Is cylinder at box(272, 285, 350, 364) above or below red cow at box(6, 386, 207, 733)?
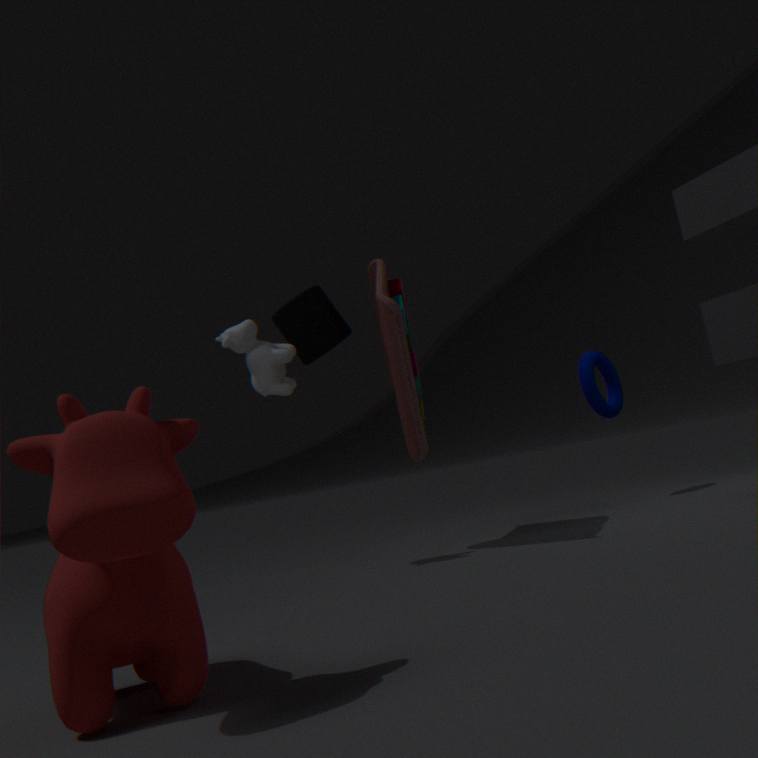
above
